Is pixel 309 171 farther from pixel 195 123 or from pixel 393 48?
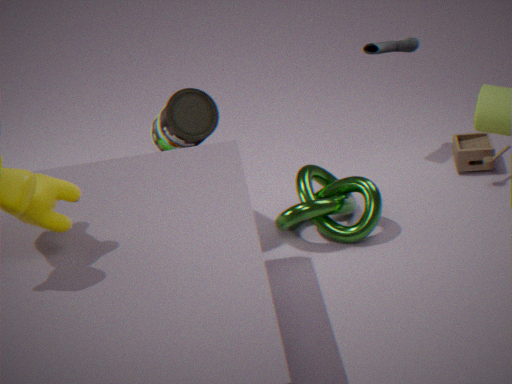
pixel 393 48
